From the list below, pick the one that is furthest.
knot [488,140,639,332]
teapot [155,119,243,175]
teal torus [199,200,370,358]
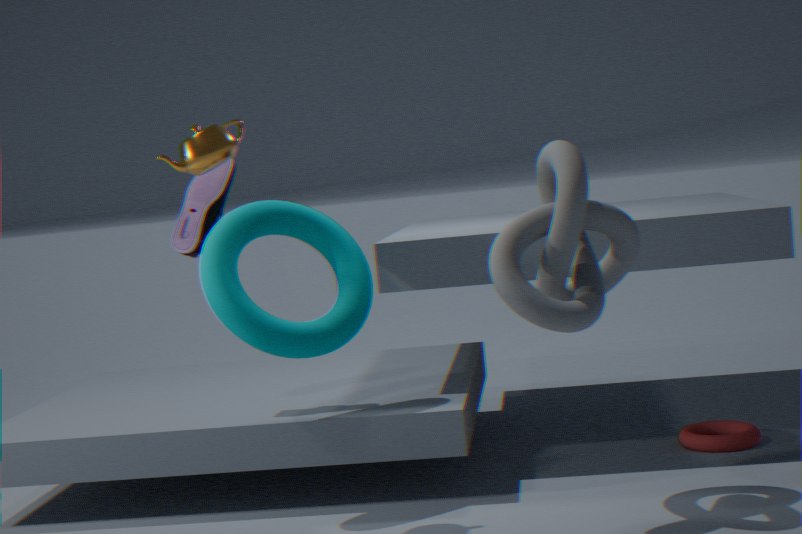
teal torus [199,200,370,358]
